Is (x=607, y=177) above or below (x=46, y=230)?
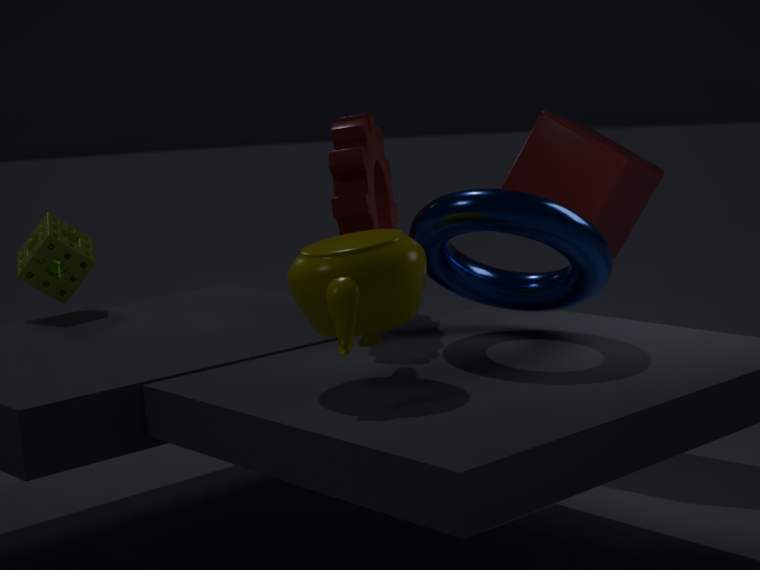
above
